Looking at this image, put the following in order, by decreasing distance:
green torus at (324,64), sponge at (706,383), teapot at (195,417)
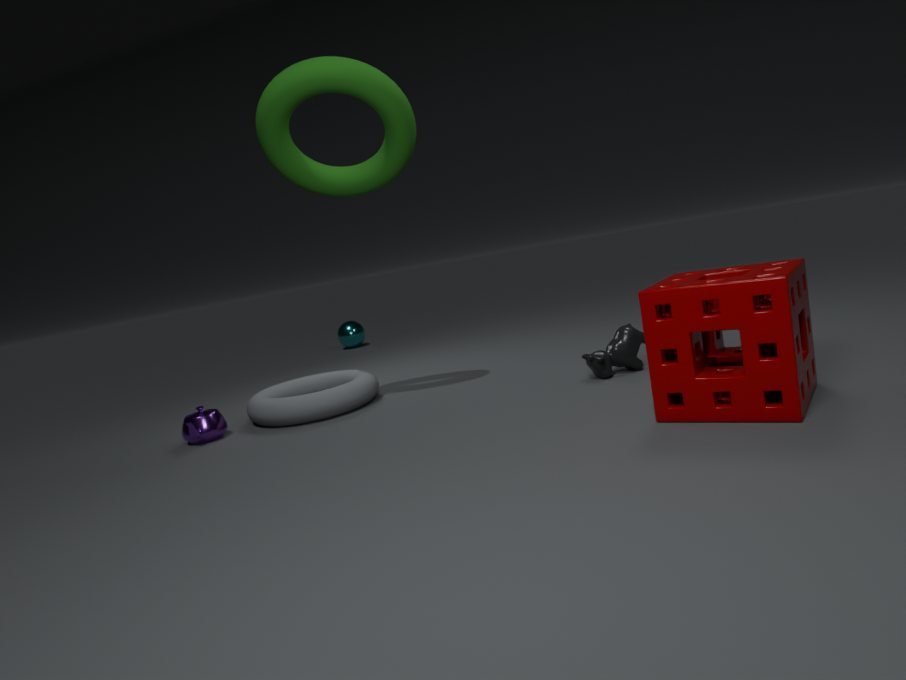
teapot at (195,417) < green torus at (324,64) < sponge at (706,383)
